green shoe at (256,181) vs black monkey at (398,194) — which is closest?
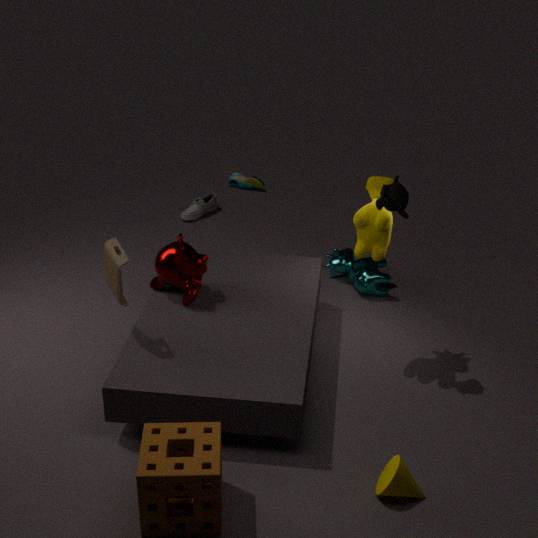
black monkey at (398,194)
